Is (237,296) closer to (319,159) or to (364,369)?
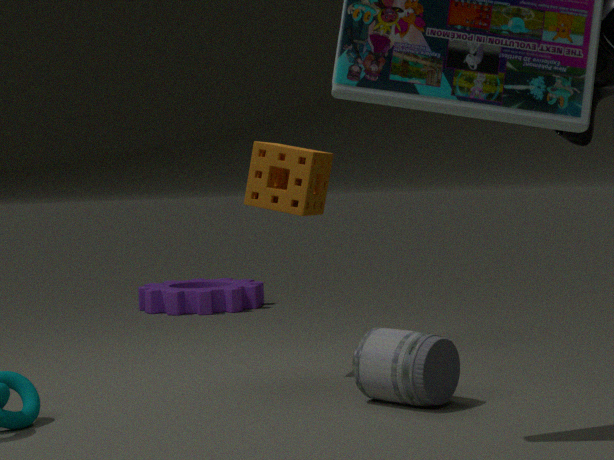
(319,159)
